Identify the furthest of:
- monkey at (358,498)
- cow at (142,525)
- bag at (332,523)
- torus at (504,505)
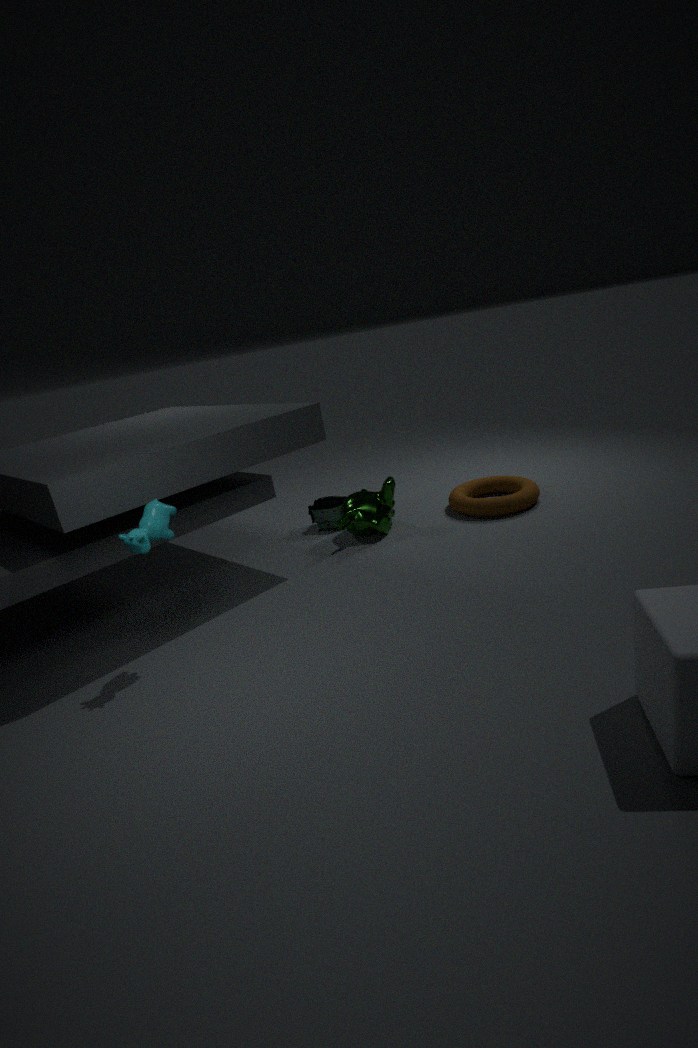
bag at (332,523)
